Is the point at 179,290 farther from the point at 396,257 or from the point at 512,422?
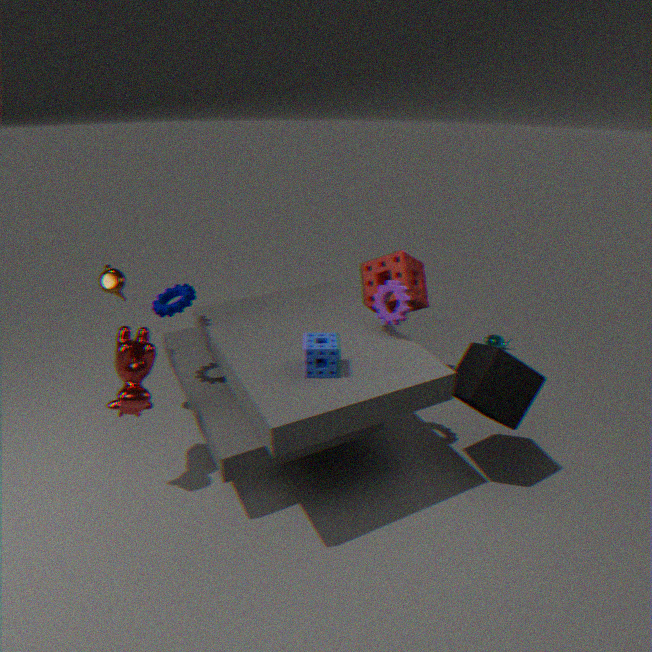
the point at 512,422
